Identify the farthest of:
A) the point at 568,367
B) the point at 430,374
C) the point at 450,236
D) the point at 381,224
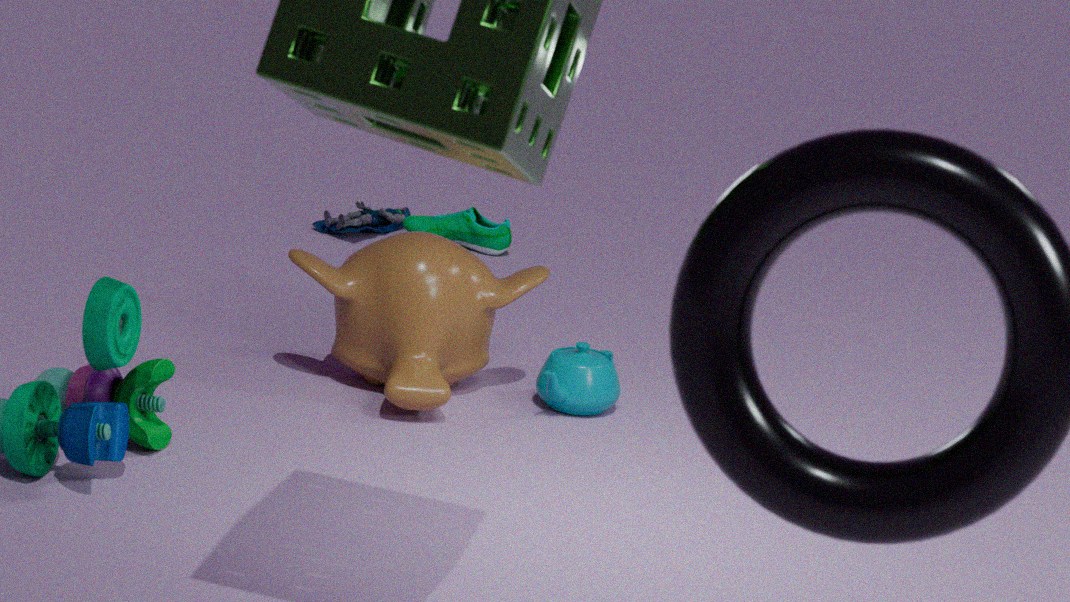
the point at 381,224
